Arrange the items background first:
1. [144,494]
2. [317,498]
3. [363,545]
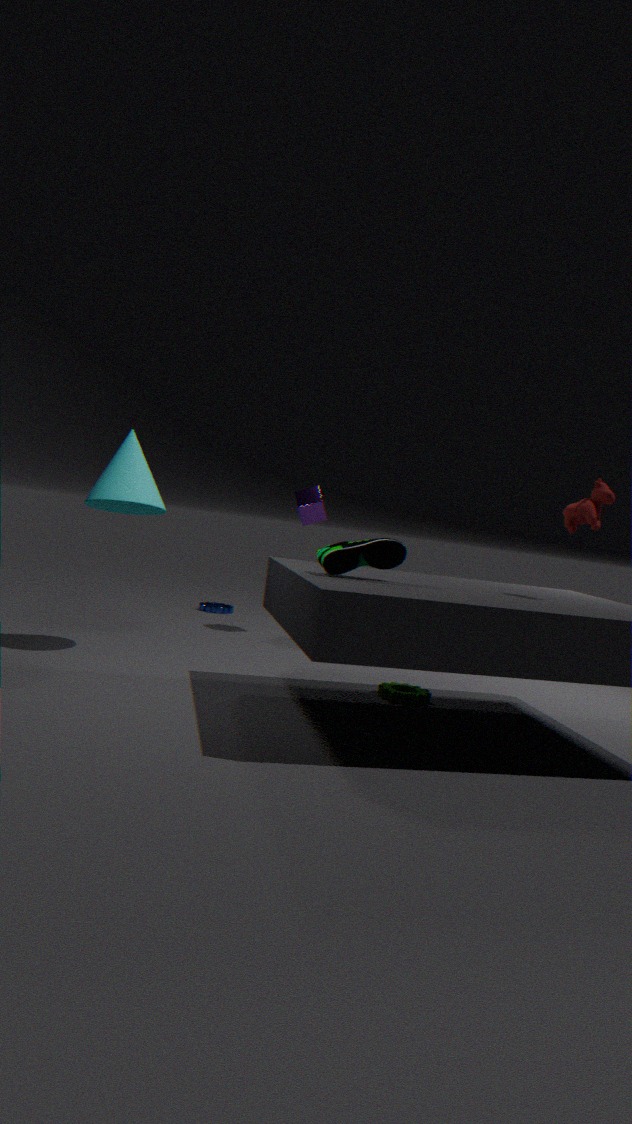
[317,498] → [144,494] → [363,545]
